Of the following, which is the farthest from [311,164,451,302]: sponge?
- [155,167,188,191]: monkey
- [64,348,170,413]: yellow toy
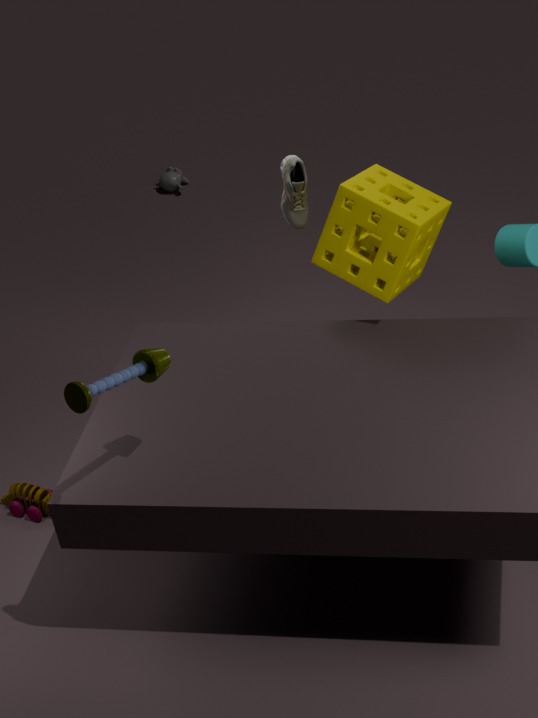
[155,167,188,191]: monkey
